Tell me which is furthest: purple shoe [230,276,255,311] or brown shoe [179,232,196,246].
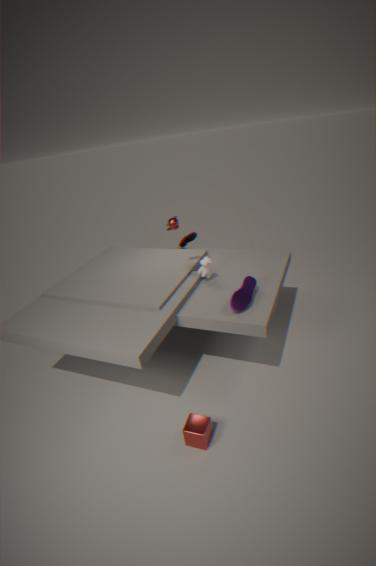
brown shoe [179,232,196,246]
